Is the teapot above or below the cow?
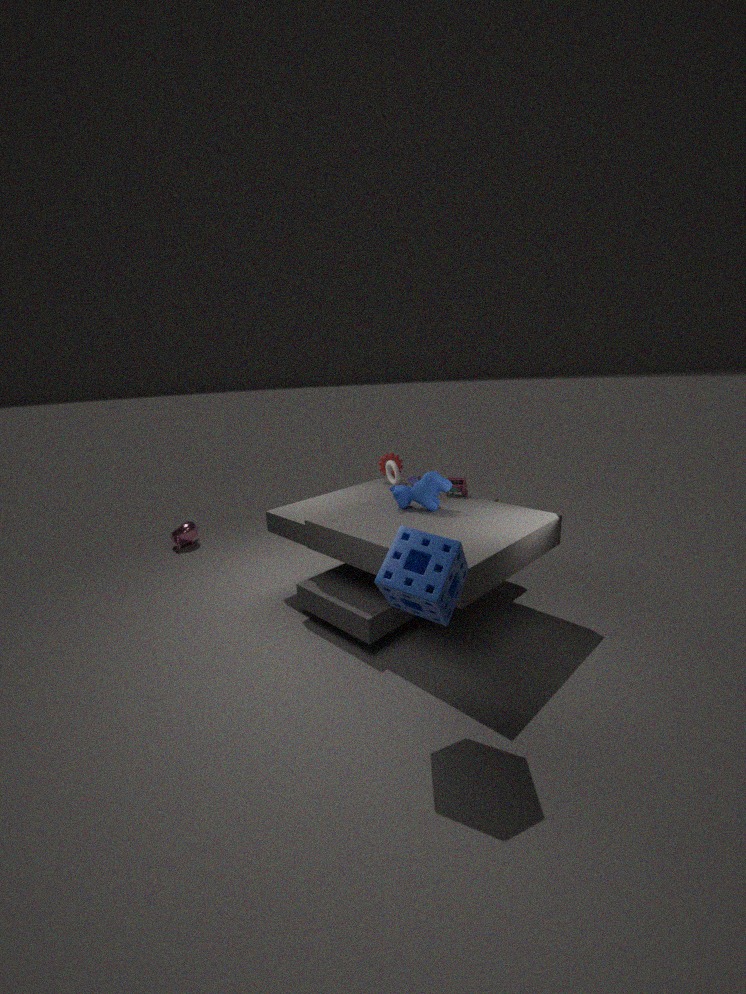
below
